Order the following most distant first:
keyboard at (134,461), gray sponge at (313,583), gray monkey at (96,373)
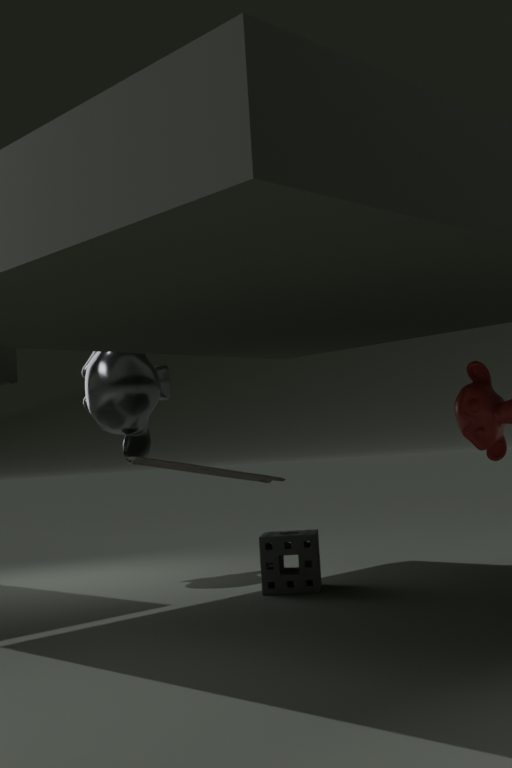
gray monkey at (96,373) → gray sponge at (313,583) → keyboard at (134,461)
